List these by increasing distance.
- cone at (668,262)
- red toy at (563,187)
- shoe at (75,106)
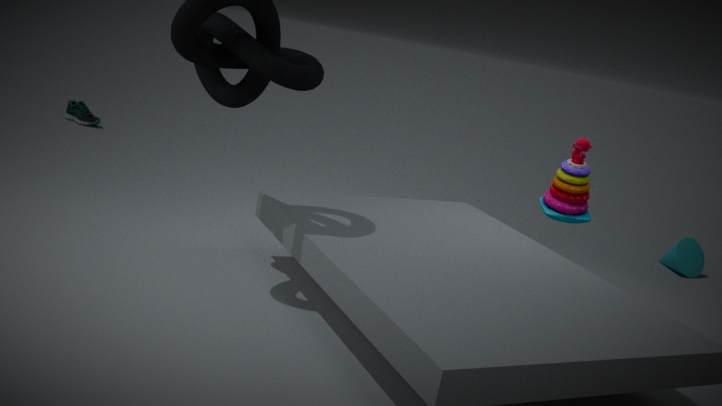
red toy at (563,187), cone at (668,262), shoe at (75,106)
